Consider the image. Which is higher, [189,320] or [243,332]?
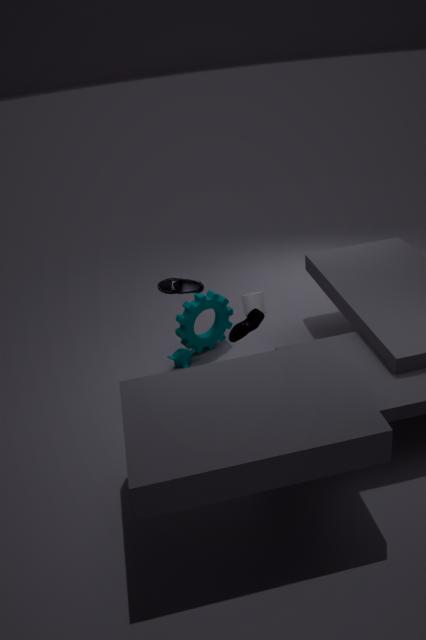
[243,332]
